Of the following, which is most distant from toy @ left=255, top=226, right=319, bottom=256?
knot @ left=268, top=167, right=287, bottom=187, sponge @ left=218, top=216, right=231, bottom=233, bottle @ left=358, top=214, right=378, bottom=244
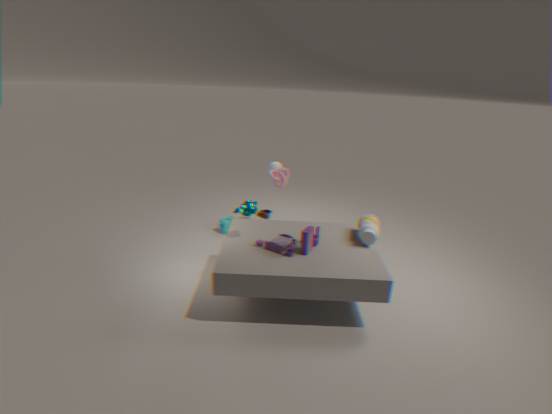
sponge @ left=218, top=216, right=231, bottom=233
